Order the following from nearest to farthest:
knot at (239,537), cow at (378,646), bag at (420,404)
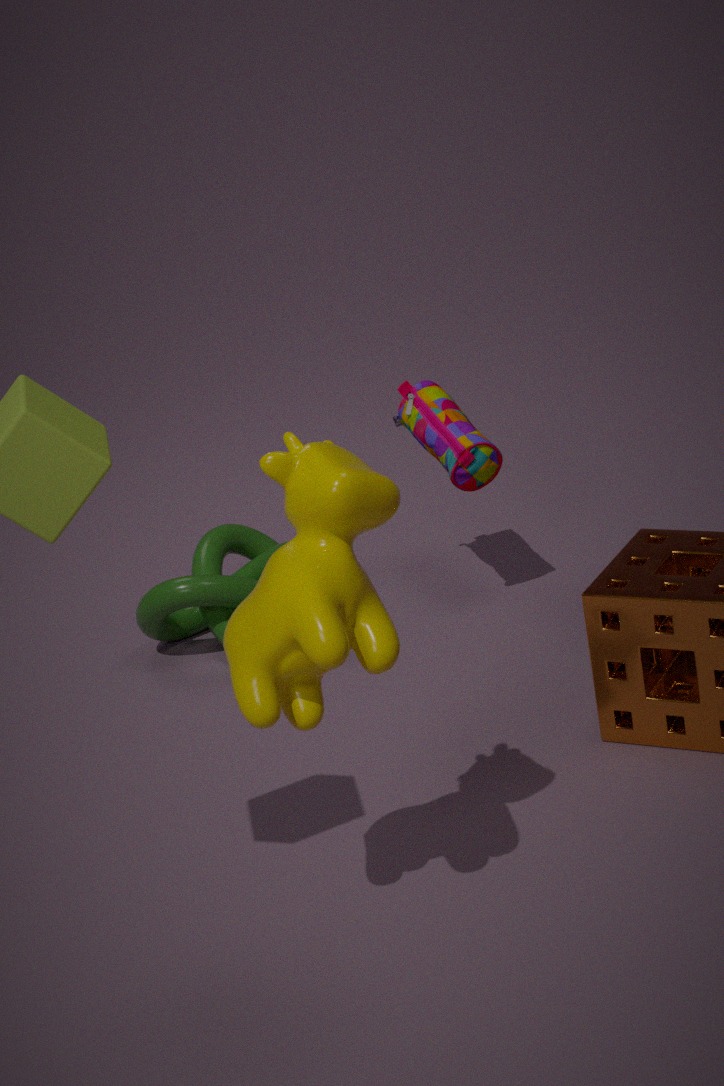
cow at (378,646)
bag at (420,404)
knot at (239,537)
